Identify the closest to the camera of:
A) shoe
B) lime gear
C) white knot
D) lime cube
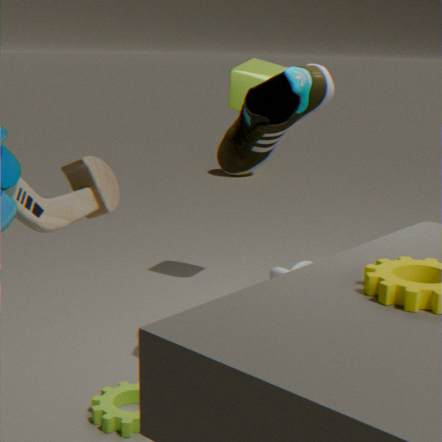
shoe
